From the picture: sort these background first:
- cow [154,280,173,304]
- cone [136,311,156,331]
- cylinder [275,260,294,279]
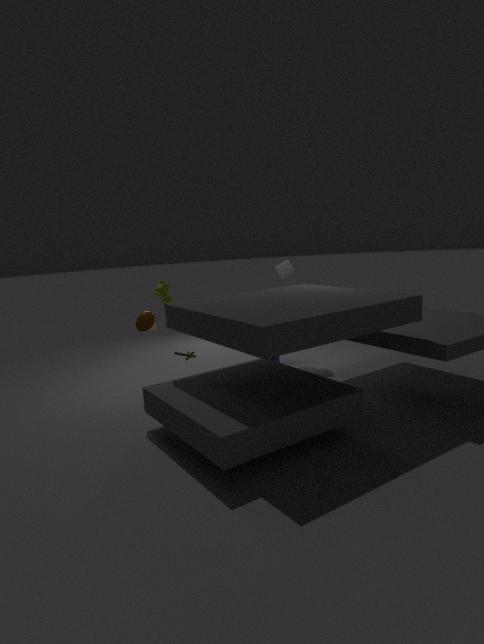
cylinder [275,260,294,279] < cone [136,311,156,331] < cow [154,280,173,304]
